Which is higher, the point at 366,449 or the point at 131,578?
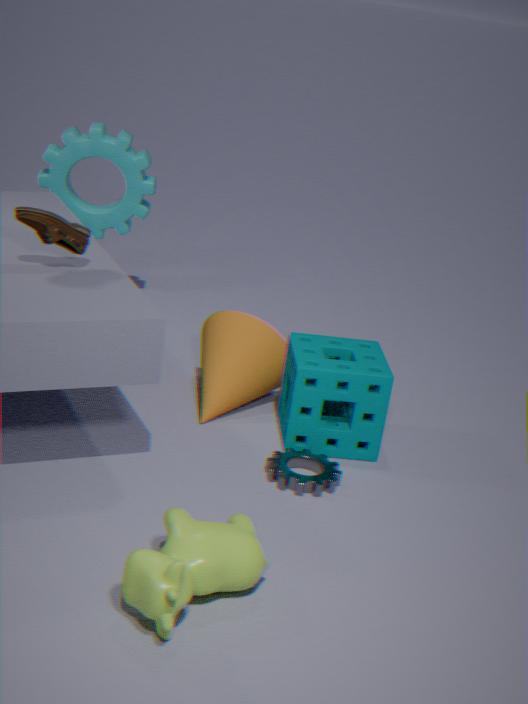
the point at 366,449
